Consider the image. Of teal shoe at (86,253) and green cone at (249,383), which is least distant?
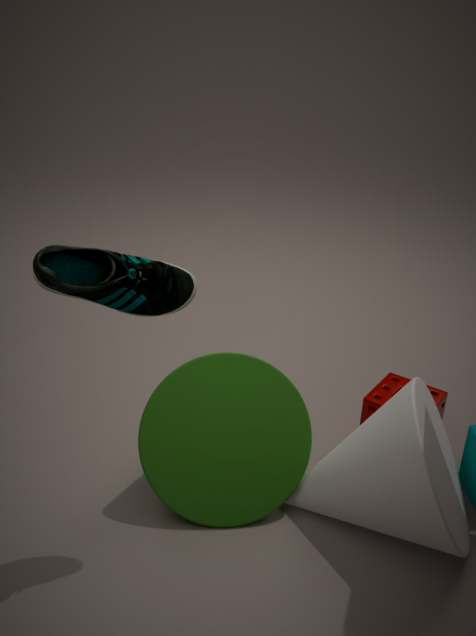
teal shoe at (86,253)
